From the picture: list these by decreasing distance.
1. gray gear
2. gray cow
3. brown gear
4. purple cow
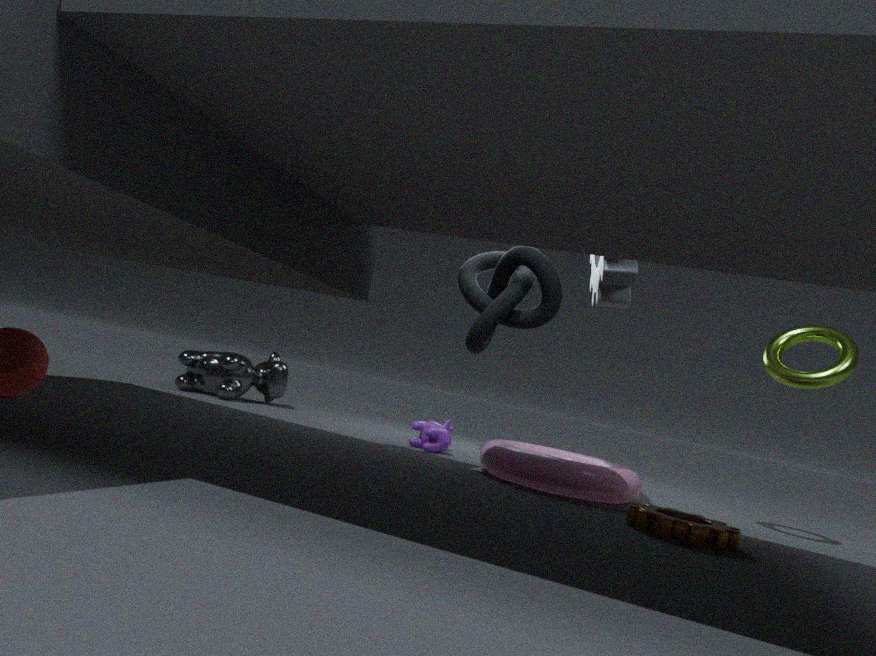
gray cow, purple cow, gray gear, brown gear
